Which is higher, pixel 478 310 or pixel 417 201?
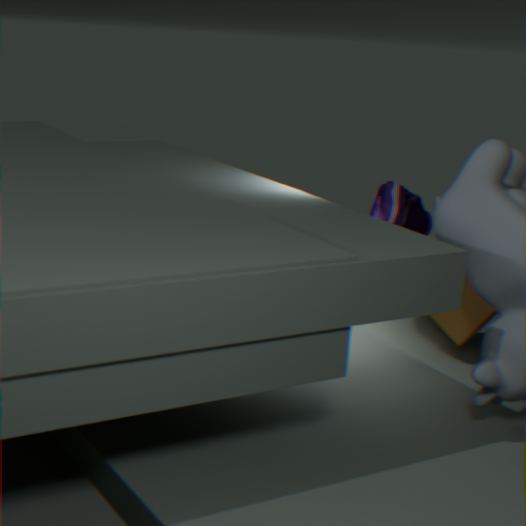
pixel 417 201
